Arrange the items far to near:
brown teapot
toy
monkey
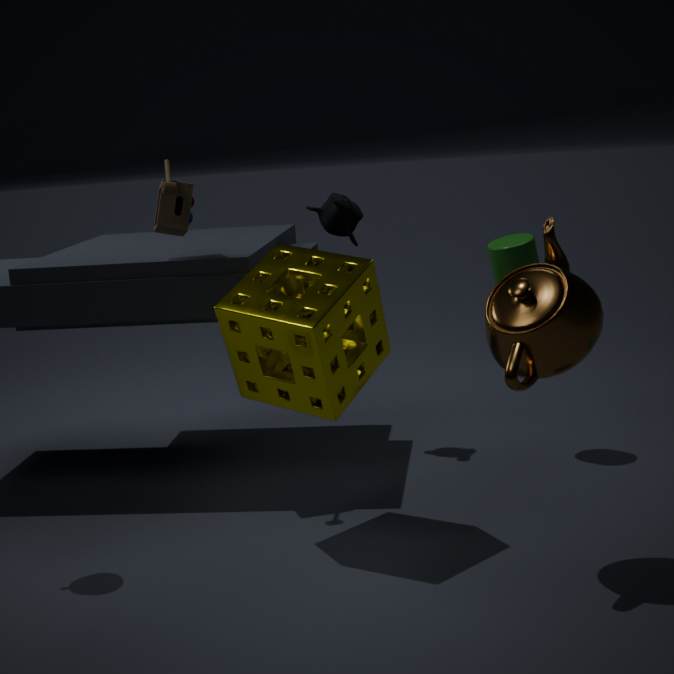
monkey < toy < brown teapot
